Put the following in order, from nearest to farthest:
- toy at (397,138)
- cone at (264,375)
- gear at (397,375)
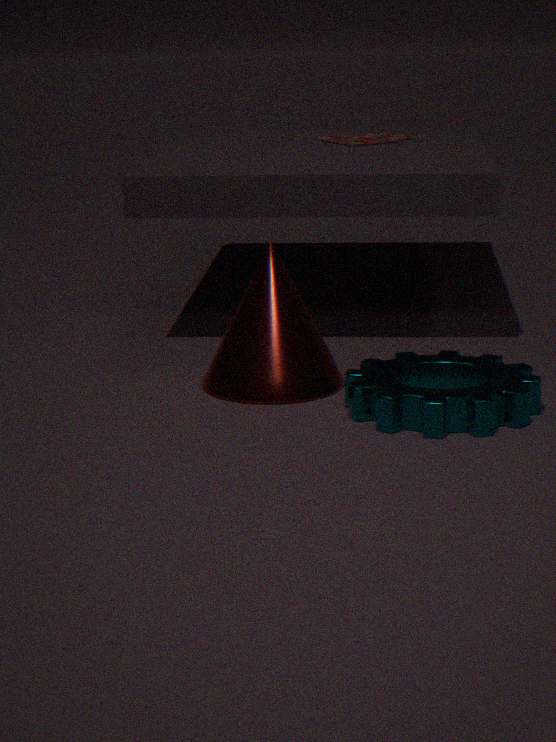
gear at (397,375), cone at (264,375), toy at (397,138)
